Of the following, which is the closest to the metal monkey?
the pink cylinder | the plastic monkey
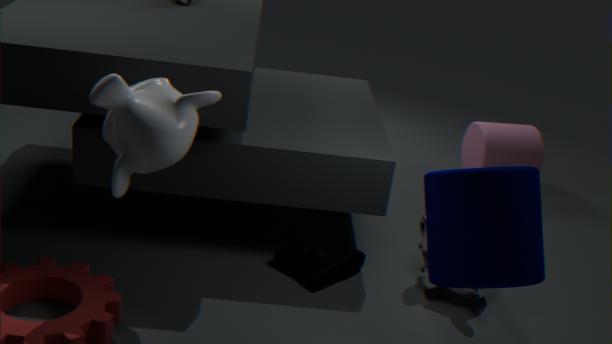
the pink cylinder
